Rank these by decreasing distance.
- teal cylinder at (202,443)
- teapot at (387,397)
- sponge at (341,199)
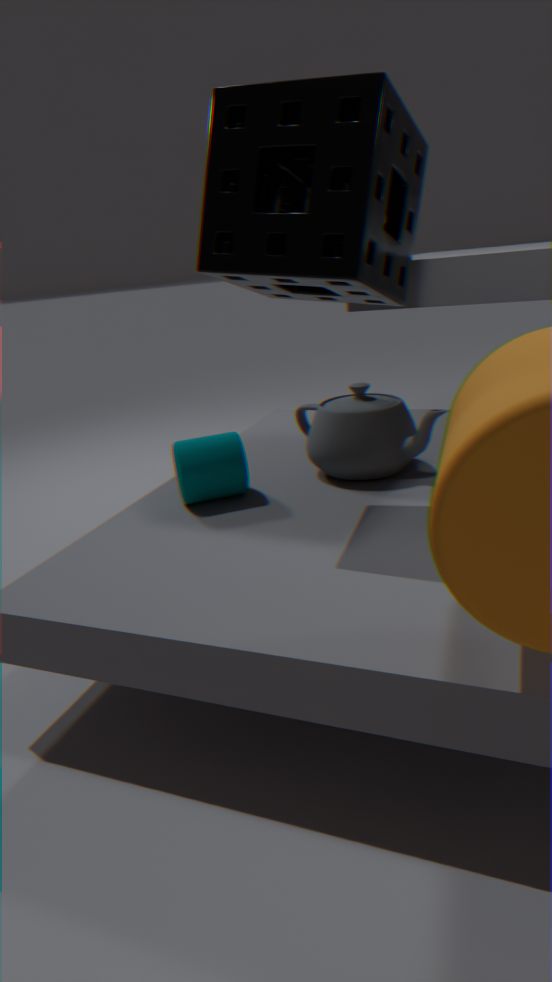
teapot at (387,397) → teal cylinder at (202,443) → sponge at (341,199)
